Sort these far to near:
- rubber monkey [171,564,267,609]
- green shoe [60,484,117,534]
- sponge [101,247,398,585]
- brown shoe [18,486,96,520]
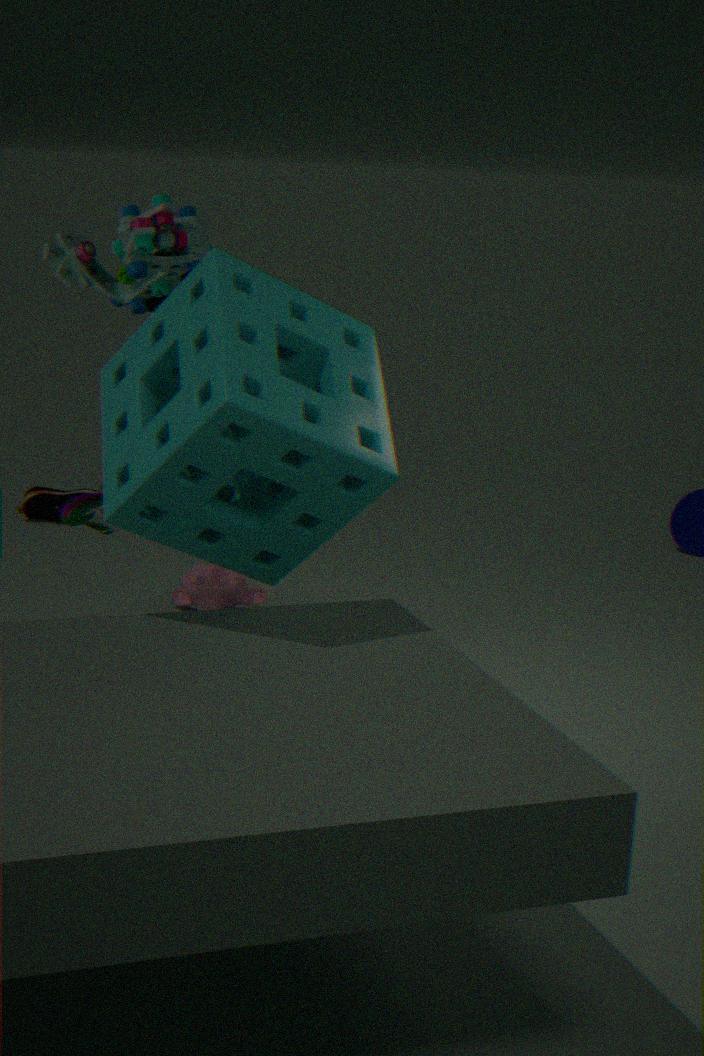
brown shoe [18,486,96,520] → rubber monkey [171,564,267,609] → green shoe [60,484,117,534] → sponge [101,247,398,585]
